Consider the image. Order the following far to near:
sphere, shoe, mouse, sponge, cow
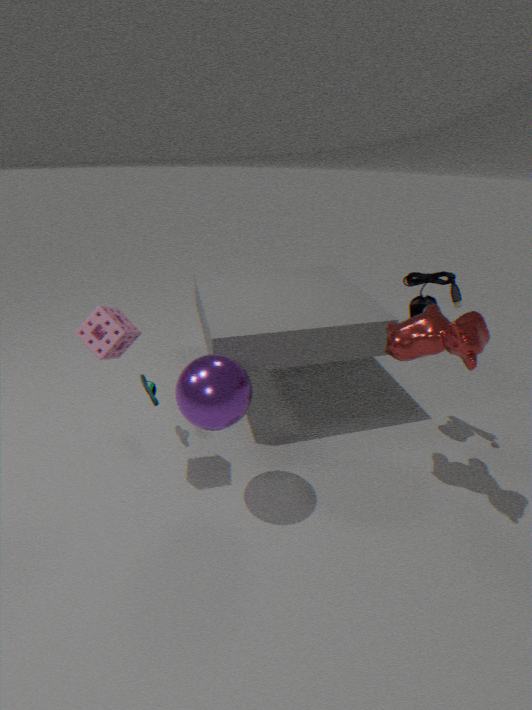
shoe
mouse
sponge
sphere
cow
